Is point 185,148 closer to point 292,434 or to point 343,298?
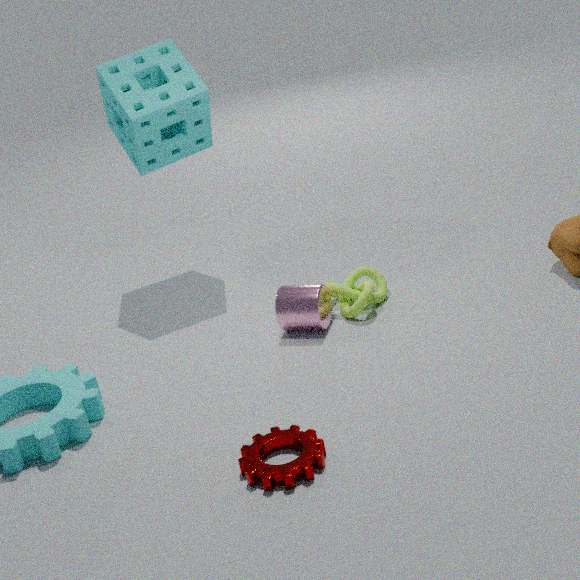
point 343,298
